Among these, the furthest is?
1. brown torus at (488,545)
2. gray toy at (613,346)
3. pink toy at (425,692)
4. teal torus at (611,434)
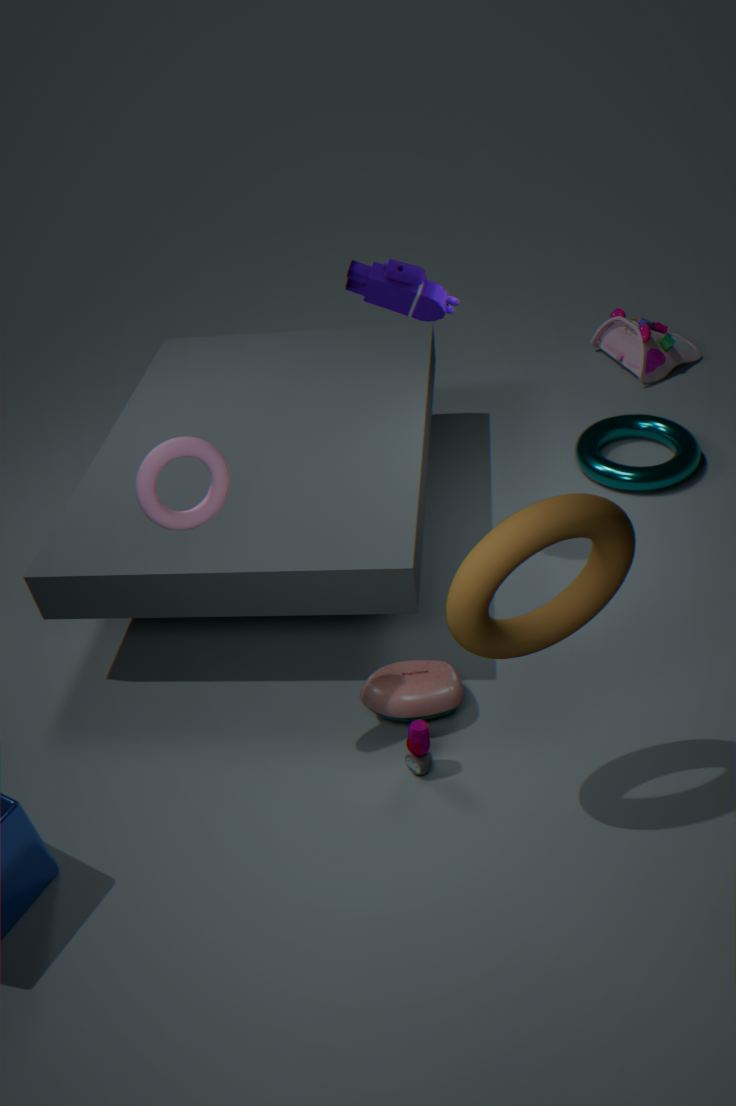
gray toy at (613,346)
